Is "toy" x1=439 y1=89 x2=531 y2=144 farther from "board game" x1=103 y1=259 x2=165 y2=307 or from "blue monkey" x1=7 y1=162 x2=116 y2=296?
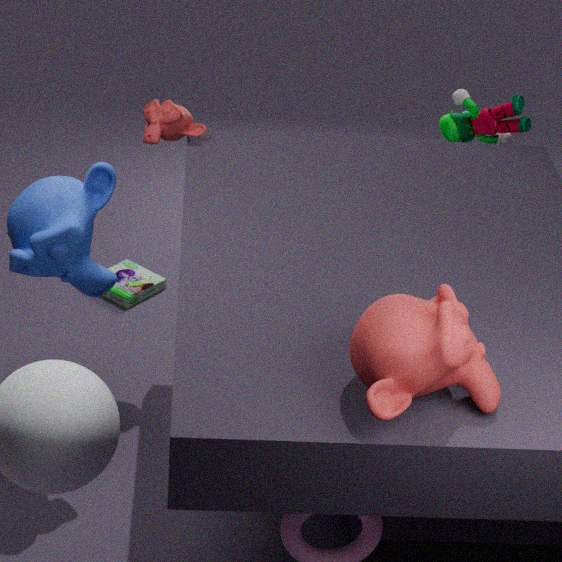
"blue monkey" x1=7 y1=162 x2=116 y2=296
